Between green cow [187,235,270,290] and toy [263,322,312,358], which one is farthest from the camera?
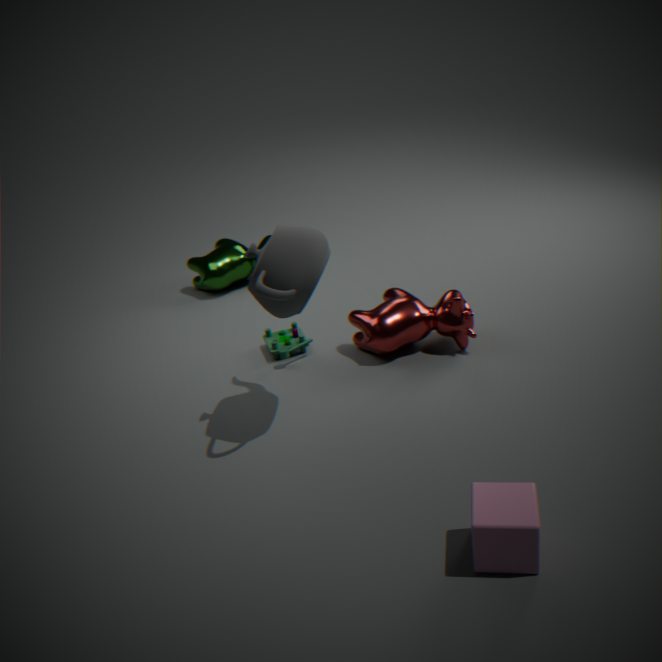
green cow [187,235,270,290]
